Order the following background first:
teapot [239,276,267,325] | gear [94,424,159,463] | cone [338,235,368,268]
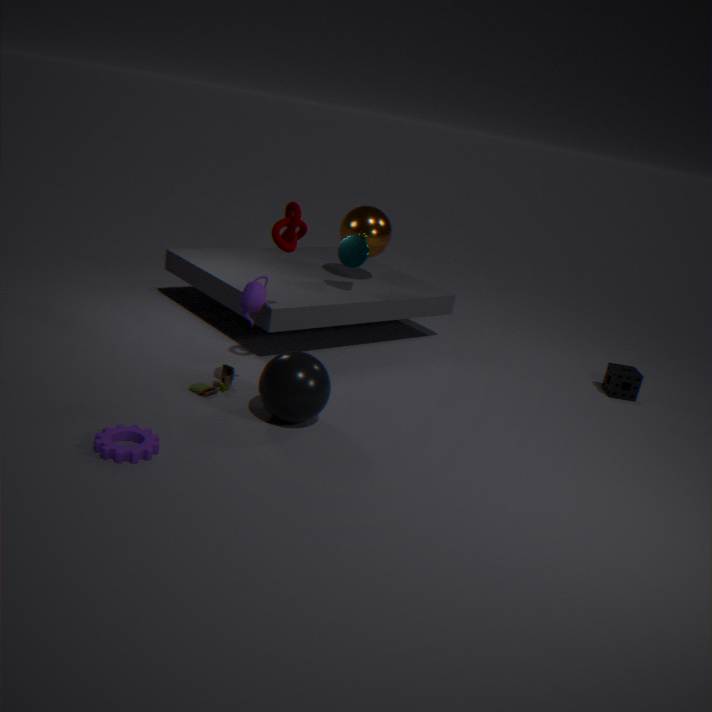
1. cone [338,235,368,268]
2. teapot [239,276,267,325]
3. gear [94,424,159,463]
